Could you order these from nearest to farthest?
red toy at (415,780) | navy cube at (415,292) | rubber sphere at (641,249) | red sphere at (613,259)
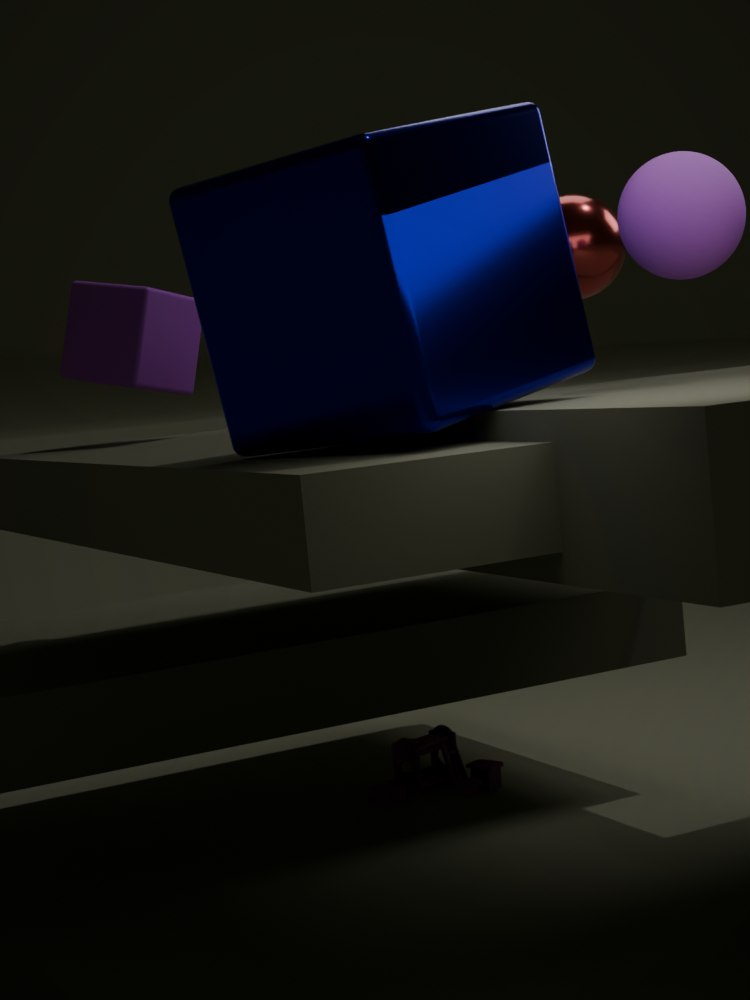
navy cube at (415,292) → rubber sphere at (641,249) → red sphere at (613,259) → red toy at (415,780)
